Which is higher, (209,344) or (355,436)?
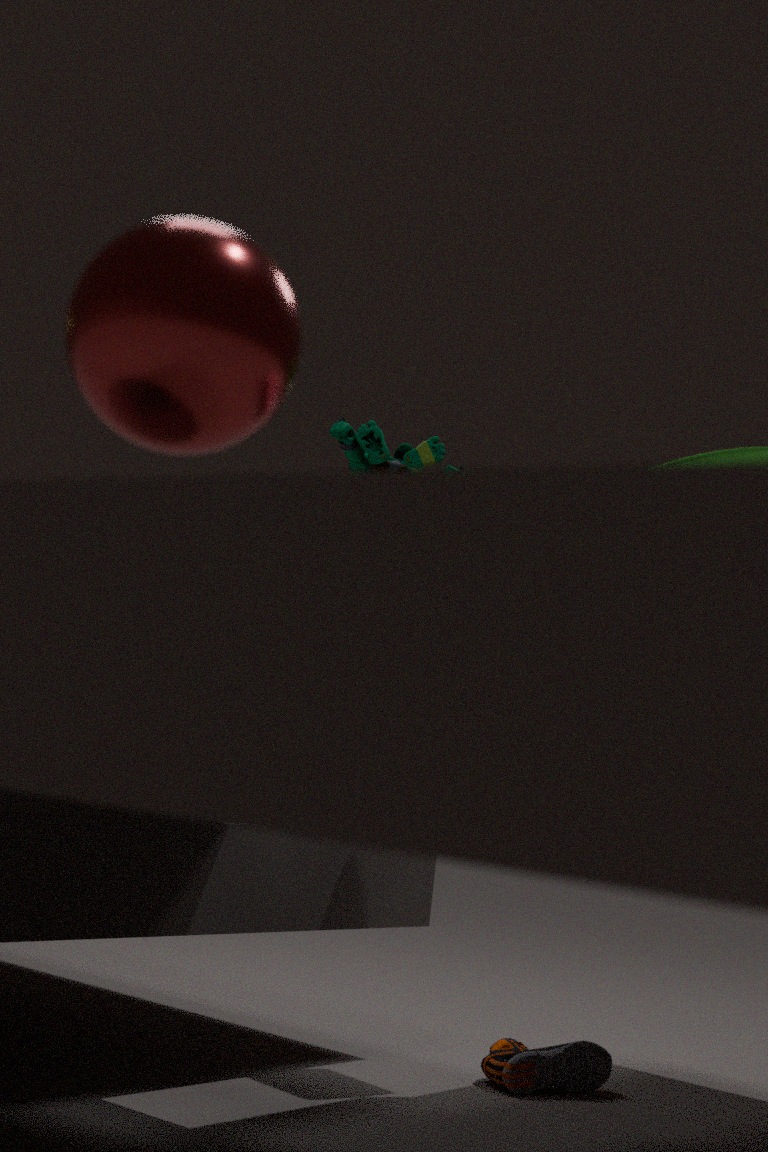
(355,436)
